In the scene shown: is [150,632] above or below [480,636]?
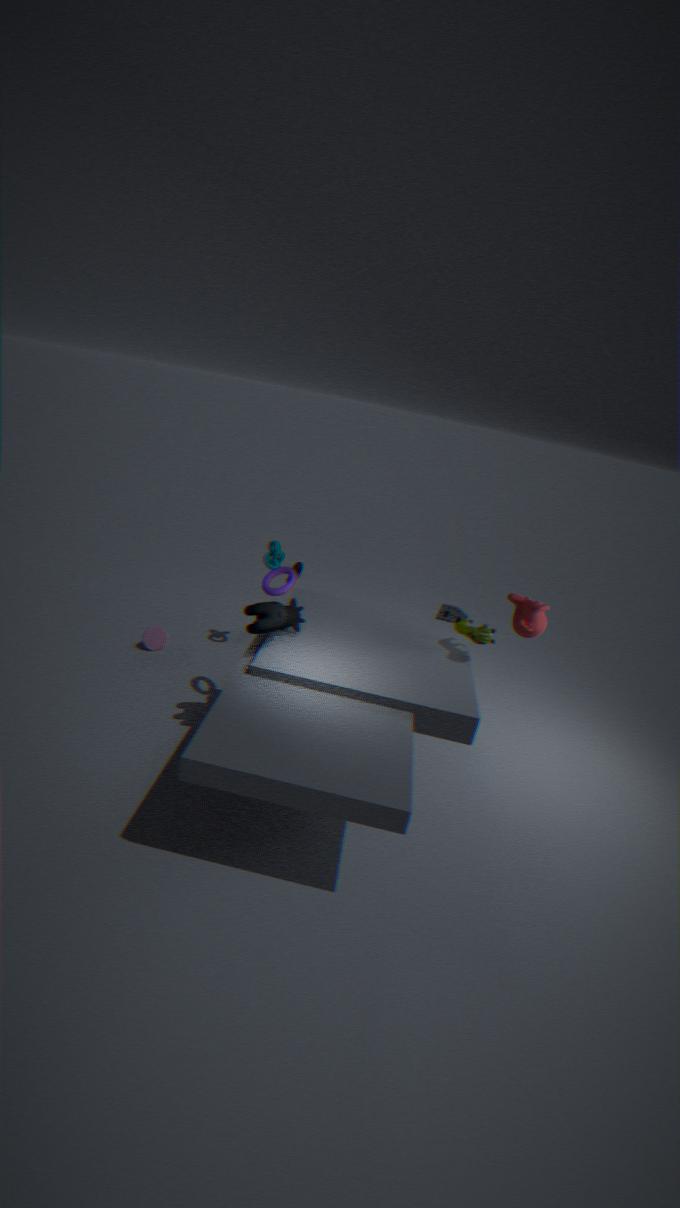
below
